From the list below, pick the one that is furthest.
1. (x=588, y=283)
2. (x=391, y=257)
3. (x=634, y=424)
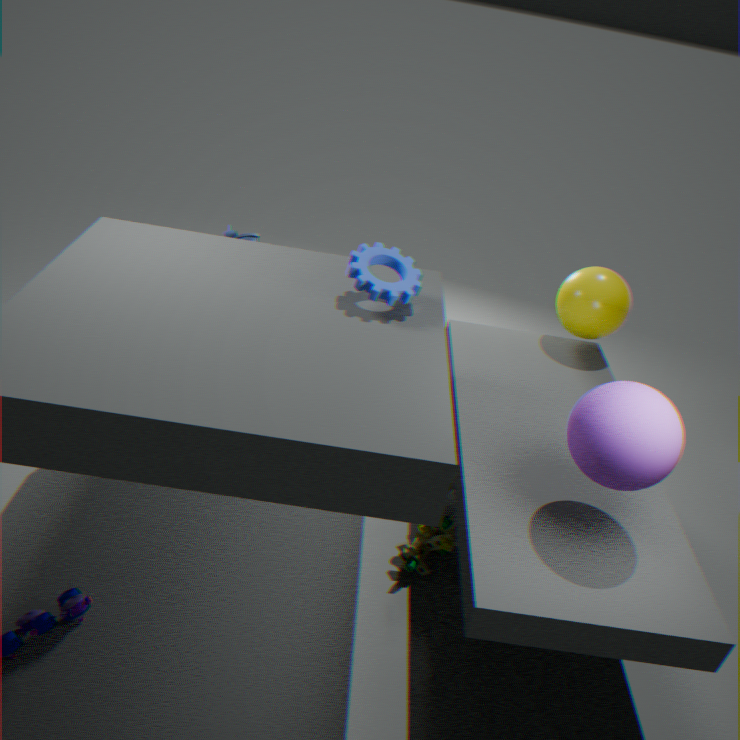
(x=588, y=283)
